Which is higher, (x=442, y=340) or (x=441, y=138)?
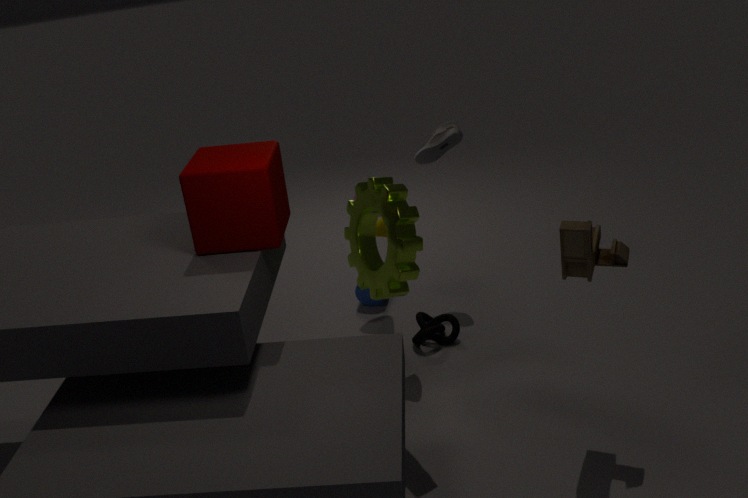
(x=441, y=138)
